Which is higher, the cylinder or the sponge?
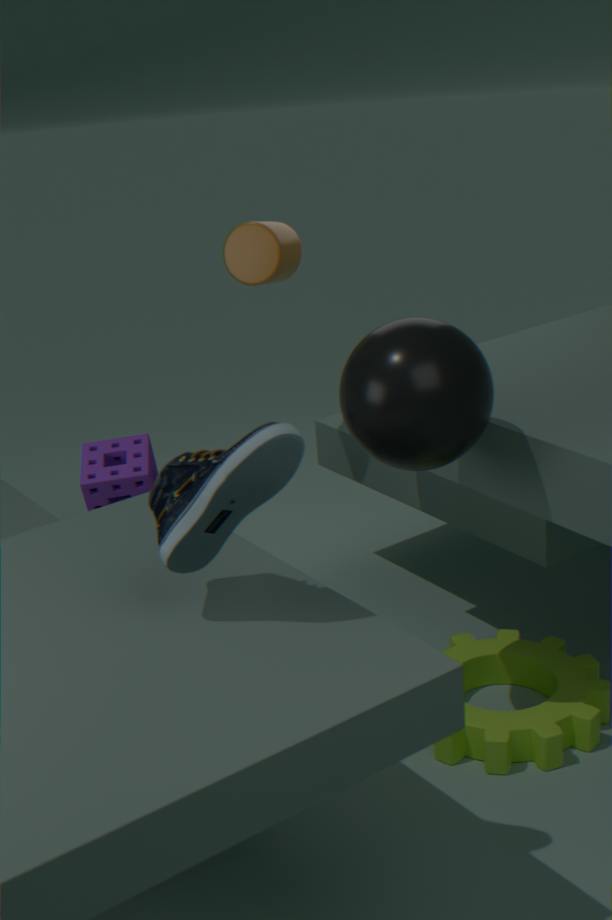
the cylinder
